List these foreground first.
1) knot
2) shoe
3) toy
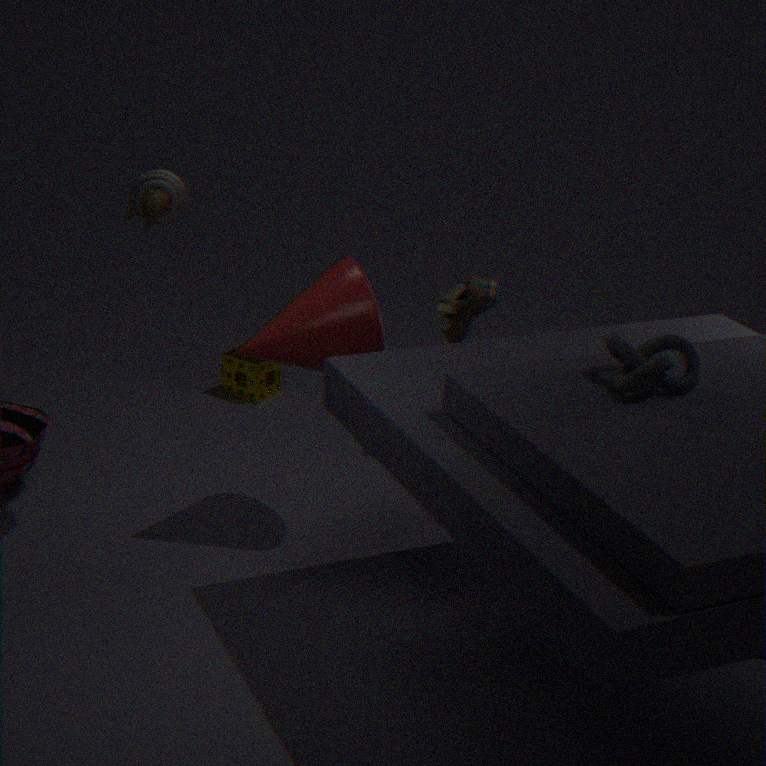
1. 1. knot
2. 3. toy
3. 2. shoe
